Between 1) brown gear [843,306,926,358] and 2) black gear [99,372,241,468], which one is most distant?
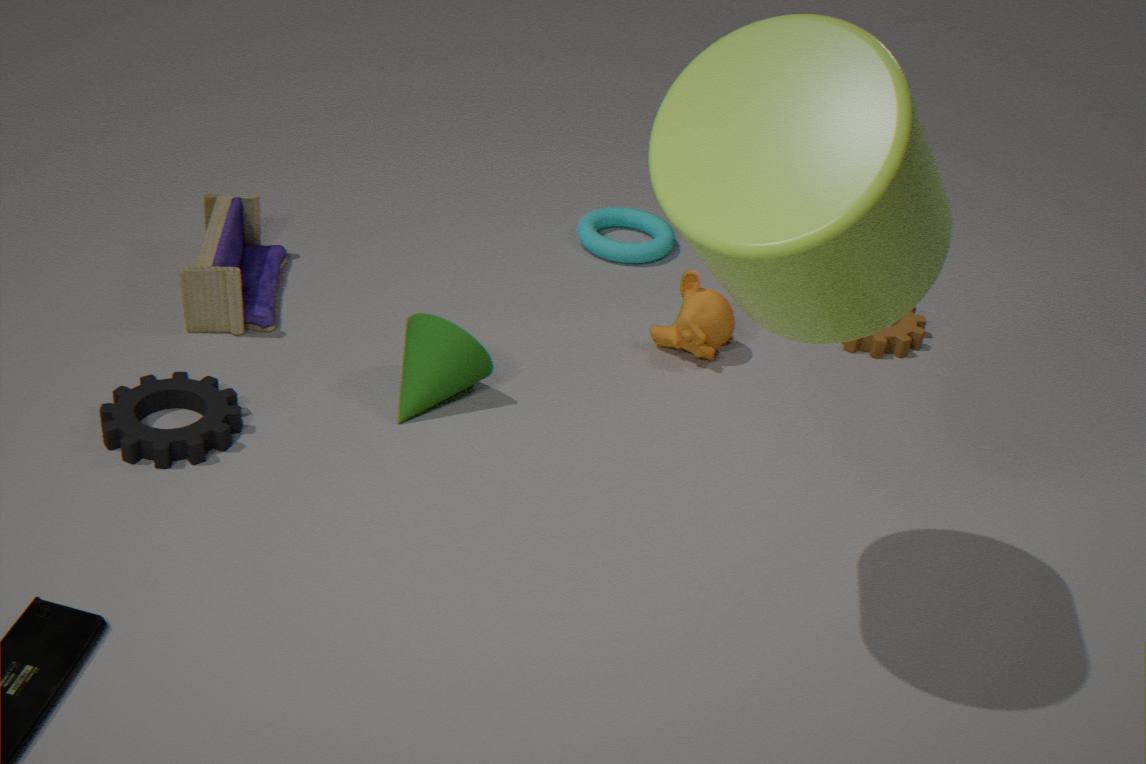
1. brown gear [843,306,926,358]
